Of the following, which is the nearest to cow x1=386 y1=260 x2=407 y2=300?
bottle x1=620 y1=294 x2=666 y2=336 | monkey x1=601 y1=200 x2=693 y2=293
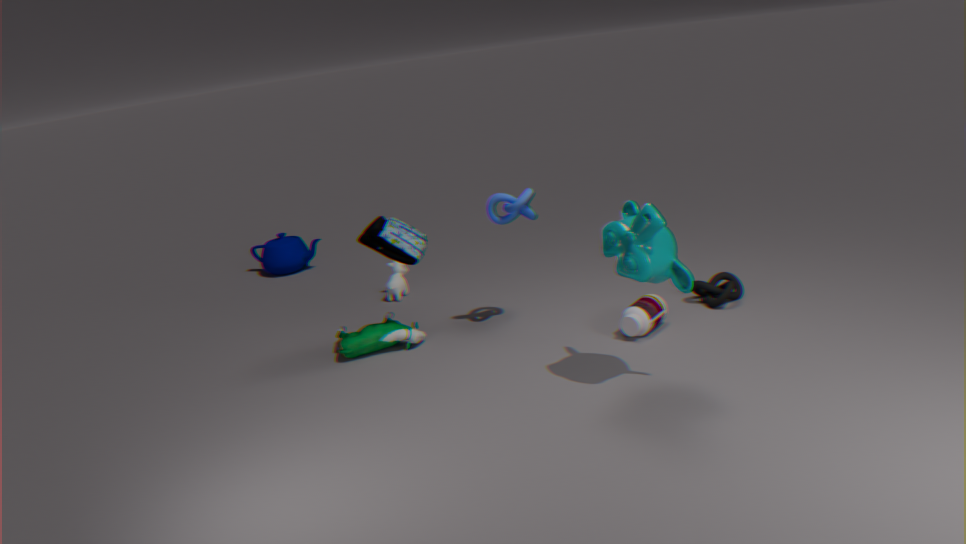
bottle x1=620 y1=294 x2=666 y2=336
